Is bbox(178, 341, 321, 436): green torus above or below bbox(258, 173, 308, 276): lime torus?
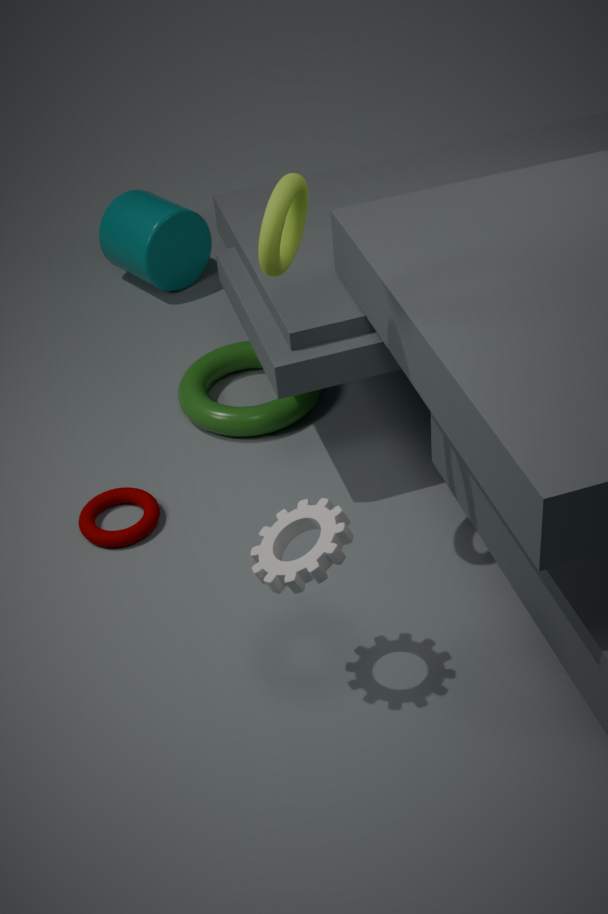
below
